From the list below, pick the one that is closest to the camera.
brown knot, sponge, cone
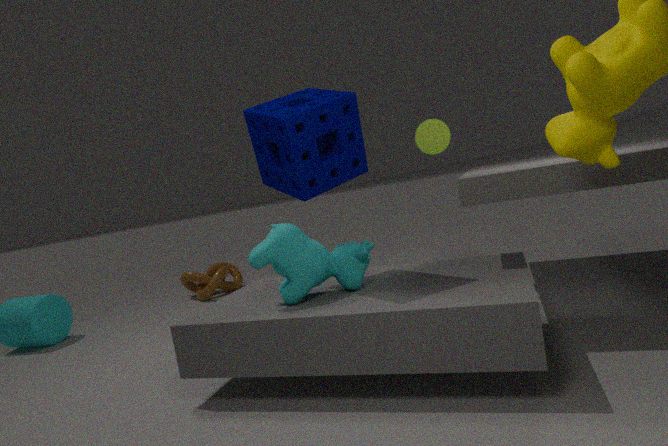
sponge
